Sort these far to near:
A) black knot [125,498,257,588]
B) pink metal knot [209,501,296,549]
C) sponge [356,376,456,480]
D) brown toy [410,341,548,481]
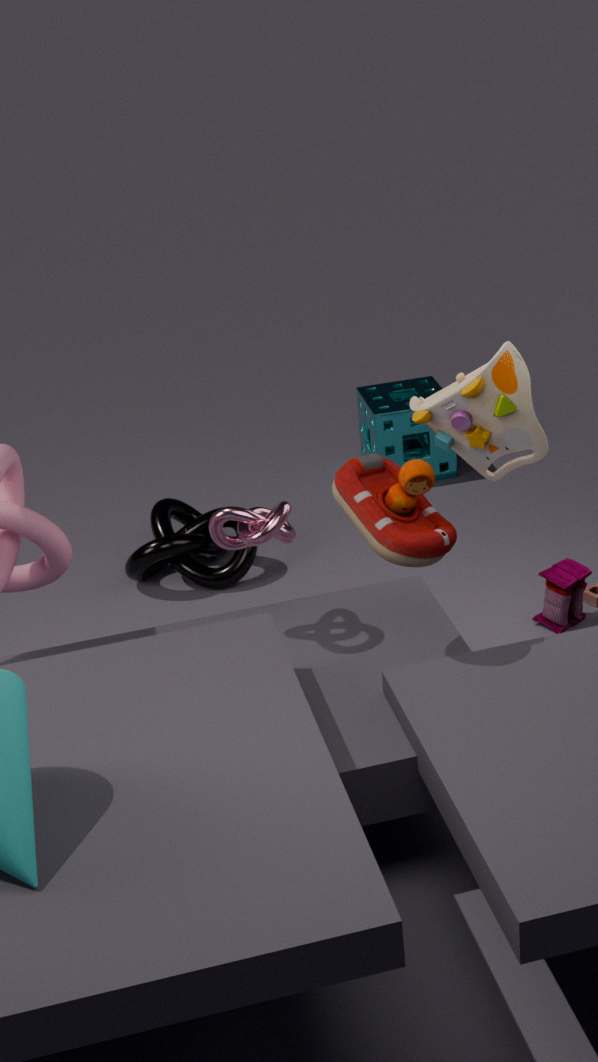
1. sponge [356,376,456,480]
2. black knot [125,498,257,588]
3. pink metal knot [209,501,296,549]
4. brown toy [410,341,548,481]
